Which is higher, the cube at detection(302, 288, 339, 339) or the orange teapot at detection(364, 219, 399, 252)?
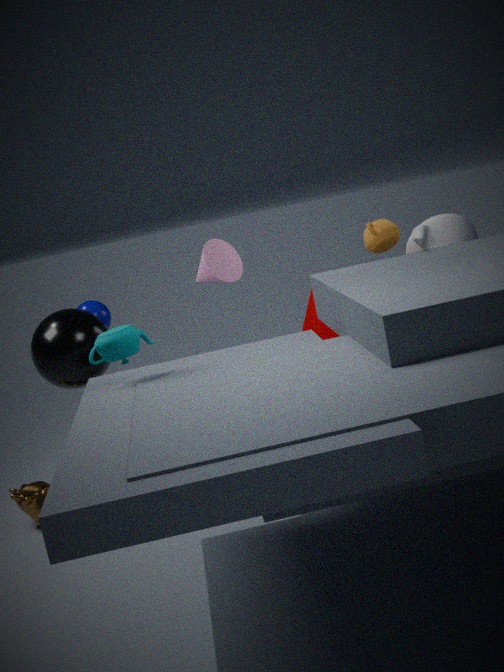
the orange teapot at detection(364, 219, 399, 252)
